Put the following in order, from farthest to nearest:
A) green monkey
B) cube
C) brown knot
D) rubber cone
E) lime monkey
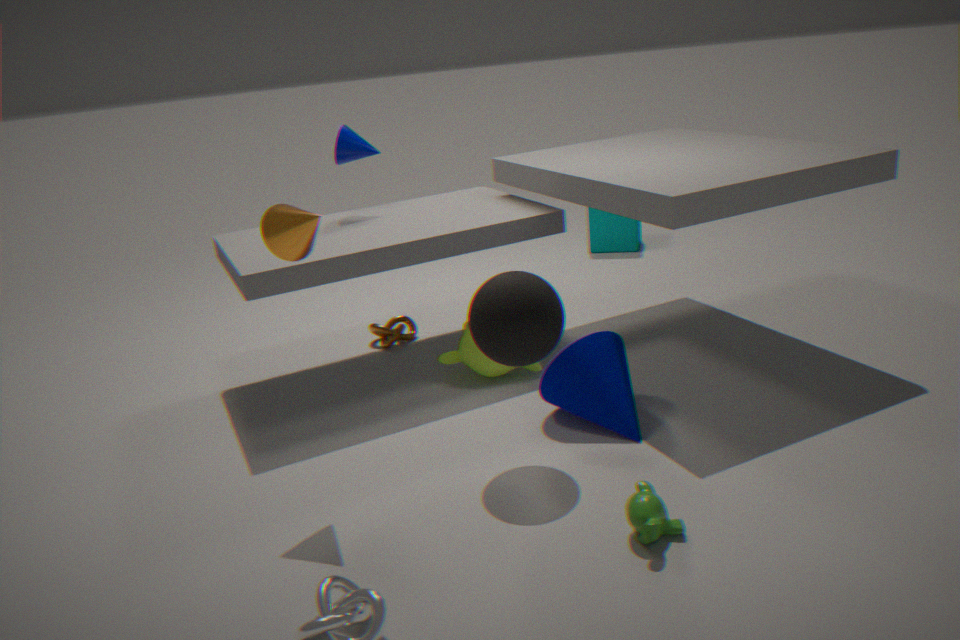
cube, brown knot, lime monkey, rubber cone, green monkey
